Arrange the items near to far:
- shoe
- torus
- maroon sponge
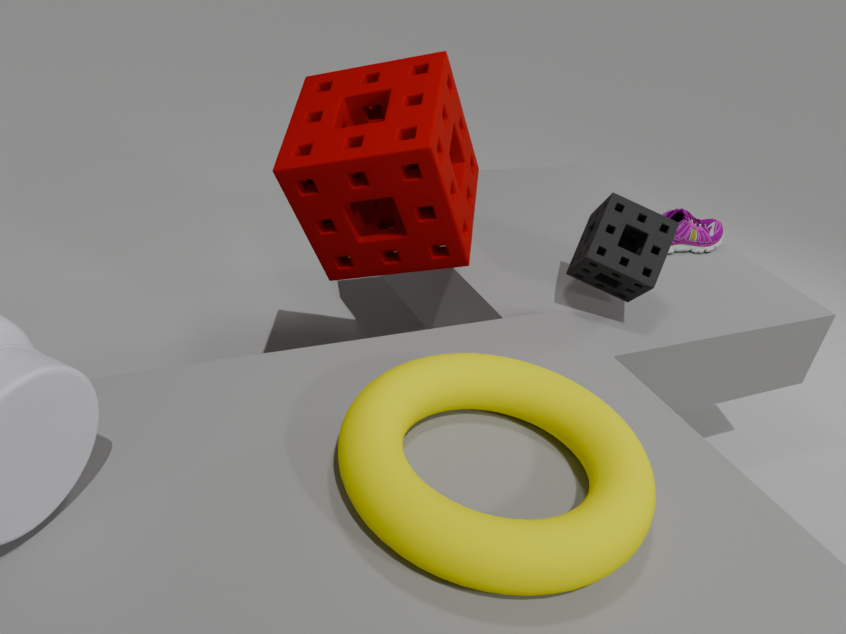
torus, maroon sponge, shoe
